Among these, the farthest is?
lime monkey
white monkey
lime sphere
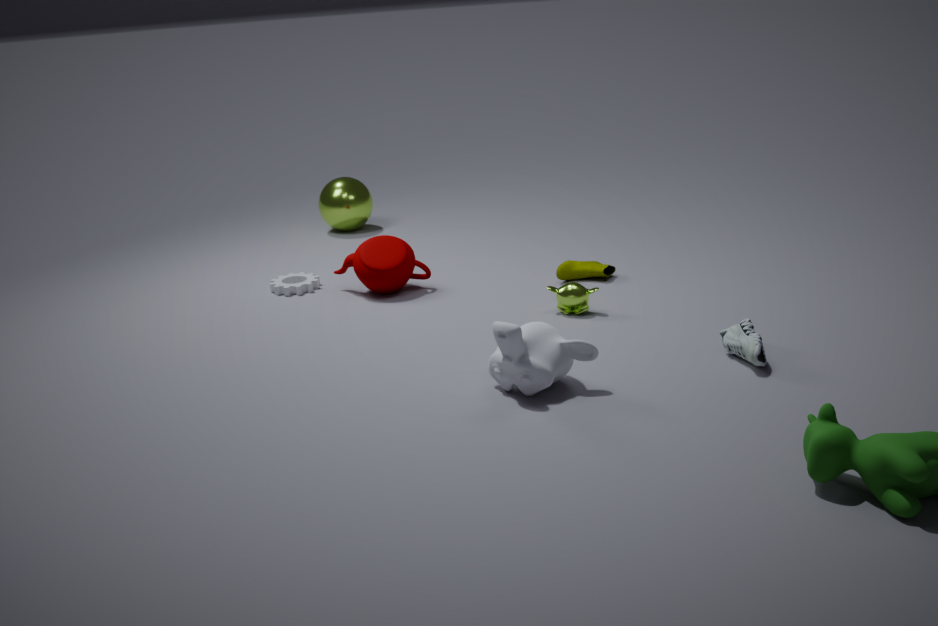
lime sphere
